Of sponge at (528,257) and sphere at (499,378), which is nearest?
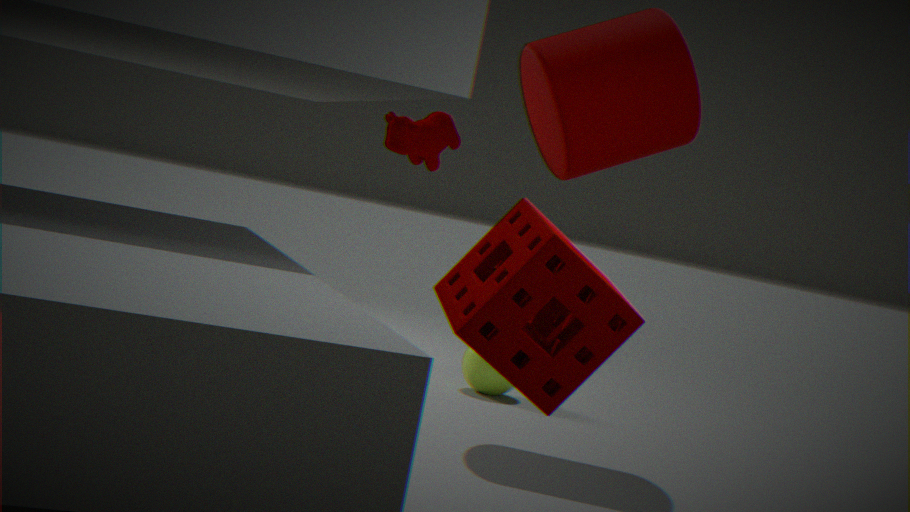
sponge at (528,257)
